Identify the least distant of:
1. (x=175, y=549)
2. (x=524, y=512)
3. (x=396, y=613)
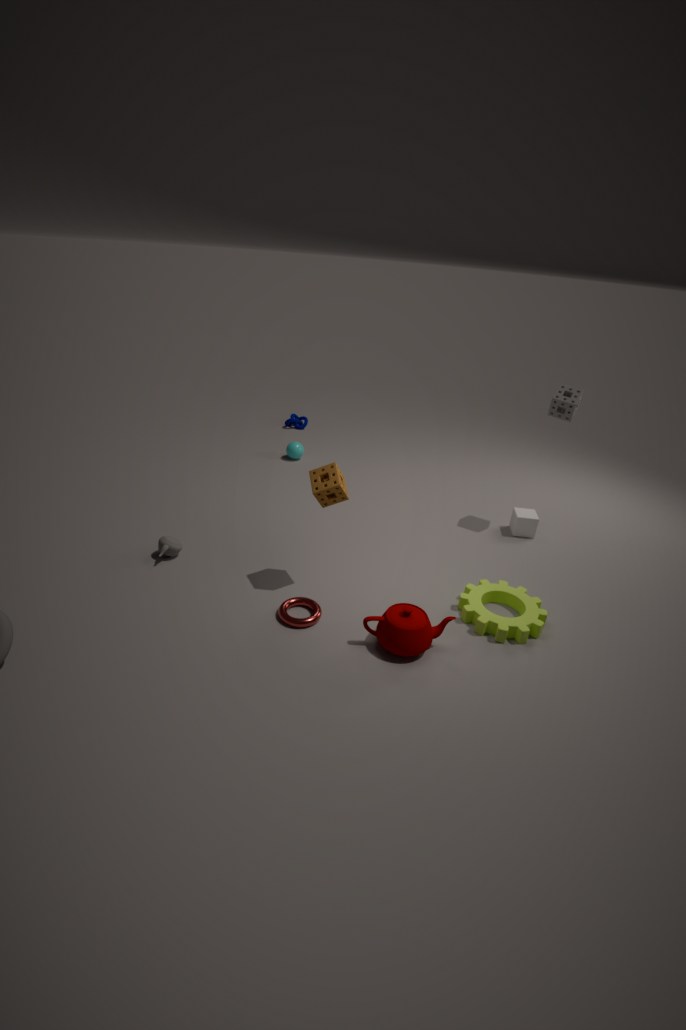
(x=396, y=613)
